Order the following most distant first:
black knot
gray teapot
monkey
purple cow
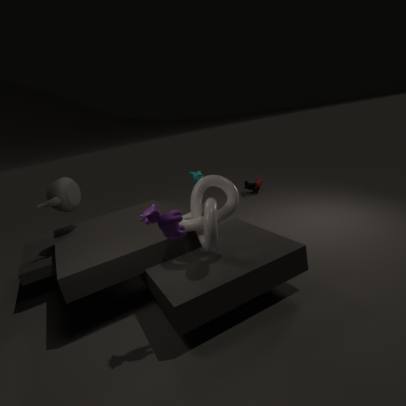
→ black knot, monkey, gray teapot, purple cow
